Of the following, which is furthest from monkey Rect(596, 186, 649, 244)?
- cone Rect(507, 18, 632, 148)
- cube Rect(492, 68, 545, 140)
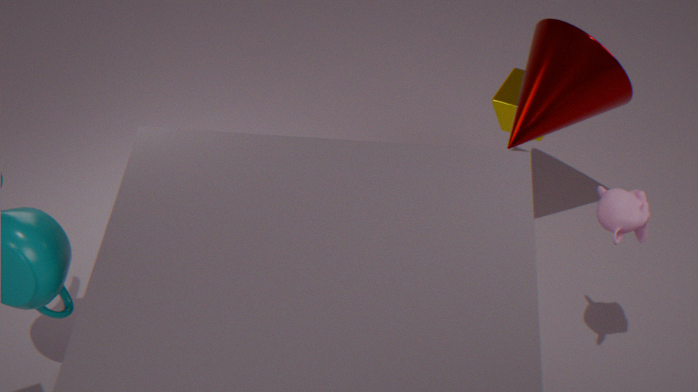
cube Rect(492, 68, 545, 140)
